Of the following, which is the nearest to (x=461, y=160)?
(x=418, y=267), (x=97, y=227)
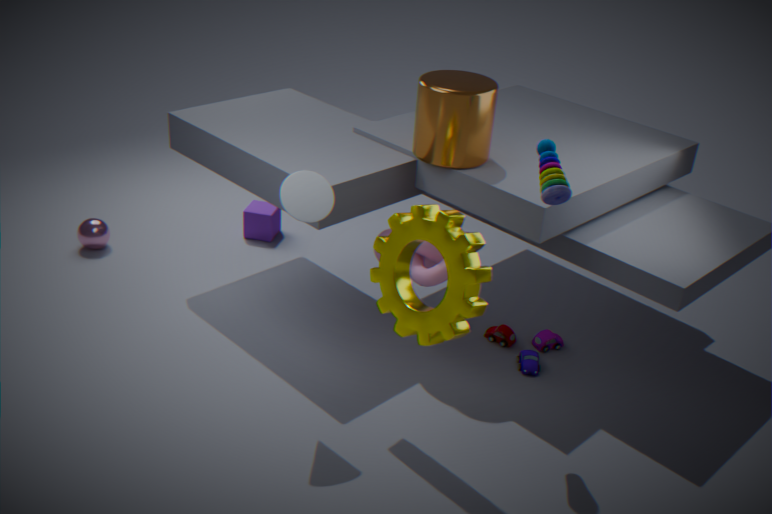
(x=418, y=267)
